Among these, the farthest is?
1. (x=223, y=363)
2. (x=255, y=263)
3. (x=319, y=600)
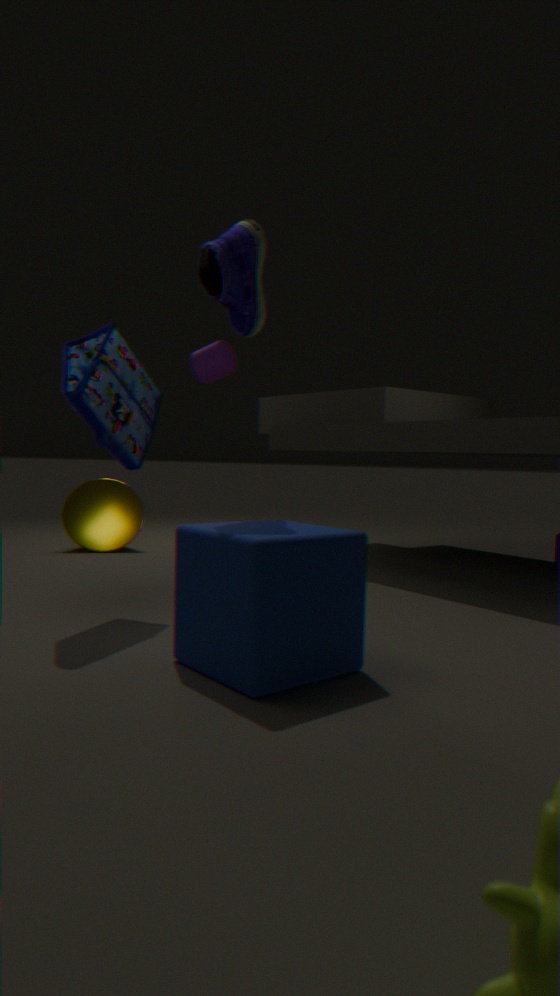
(x=223, y=363)
